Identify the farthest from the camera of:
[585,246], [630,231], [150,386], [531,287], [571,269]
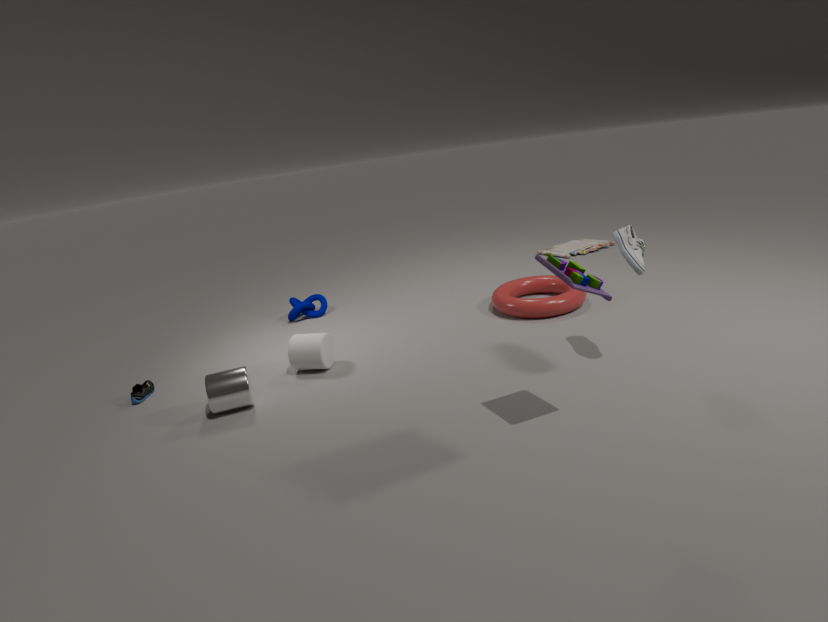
[585,246]
